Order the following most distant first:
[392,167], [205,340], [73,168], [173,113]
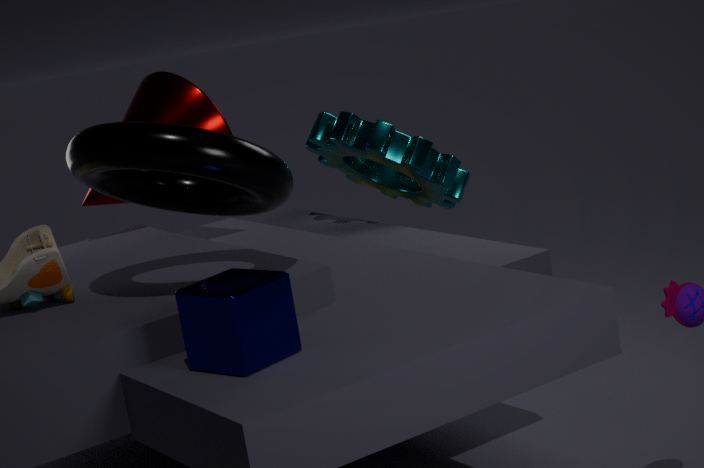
[392,167], [173,113], [73,168], [205,340]
